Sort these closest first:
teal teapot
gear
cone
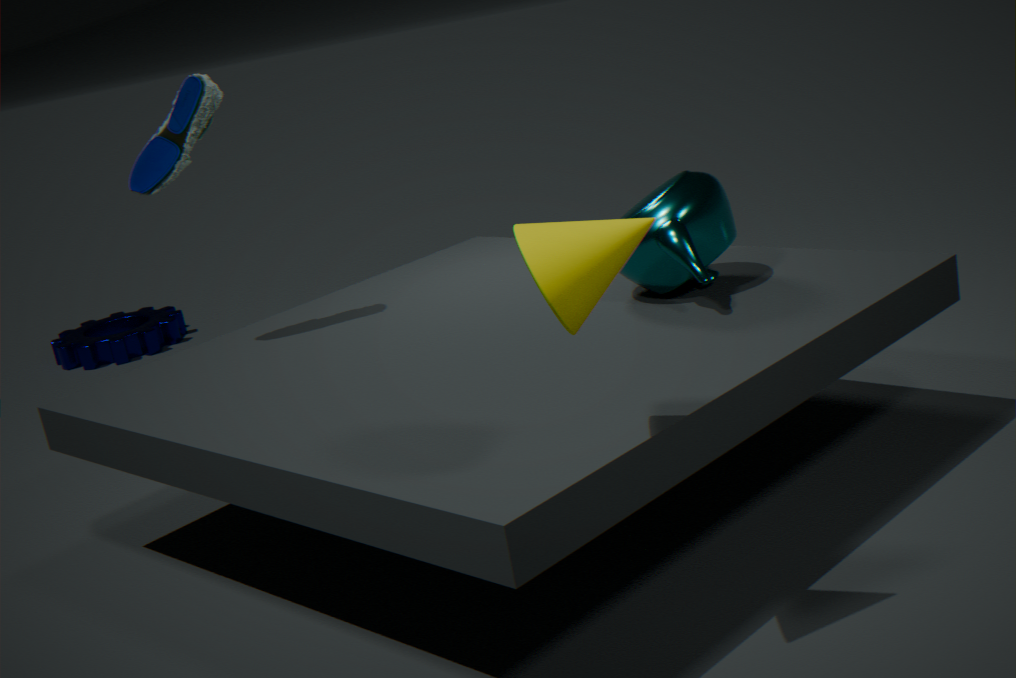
cone < teal teapot < gear
